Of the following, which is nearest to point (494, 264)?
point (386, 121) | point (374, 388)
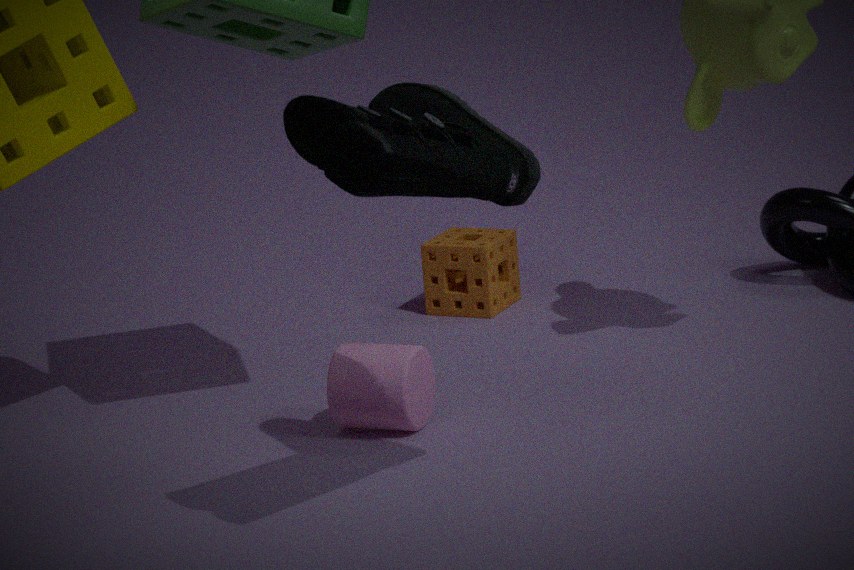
point (374, 388)
